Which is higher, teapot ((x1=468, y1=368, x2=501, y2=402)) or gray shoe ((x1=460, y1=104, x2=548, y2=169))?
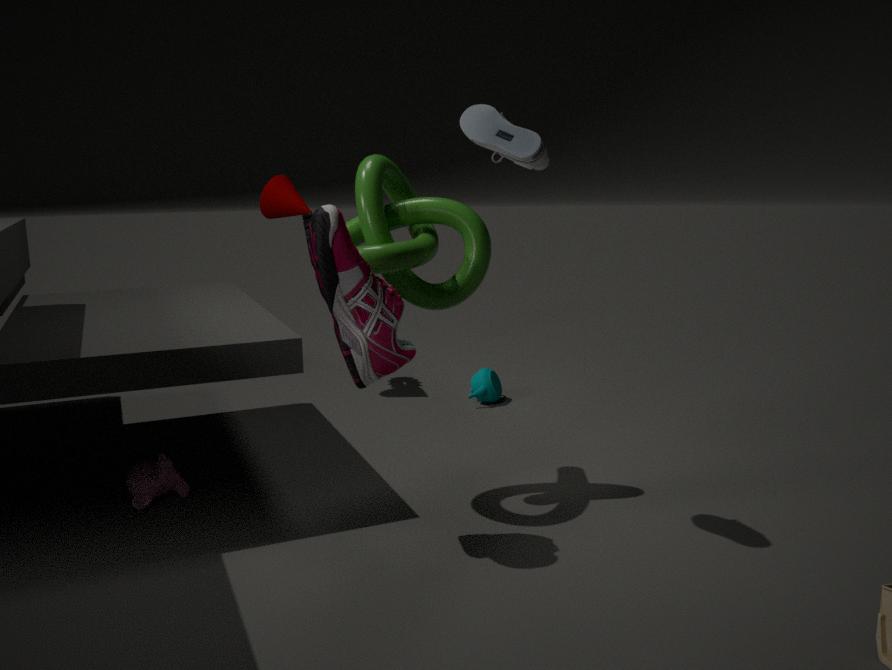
gray shoe ((x1=460, y1=104, x2=548, y2=169))
